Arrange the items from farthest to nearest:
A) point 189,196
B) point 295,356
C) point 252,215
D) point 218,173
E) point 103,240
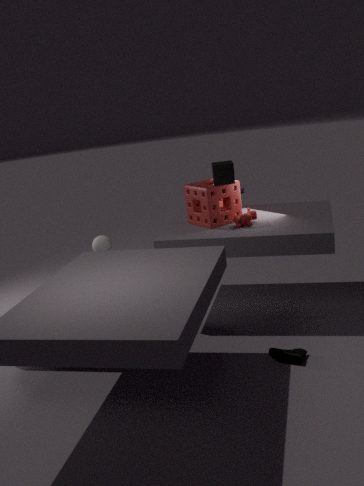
point 103,240 < point 189,196 < point 252,215 < point 218,173 < point 295,356
